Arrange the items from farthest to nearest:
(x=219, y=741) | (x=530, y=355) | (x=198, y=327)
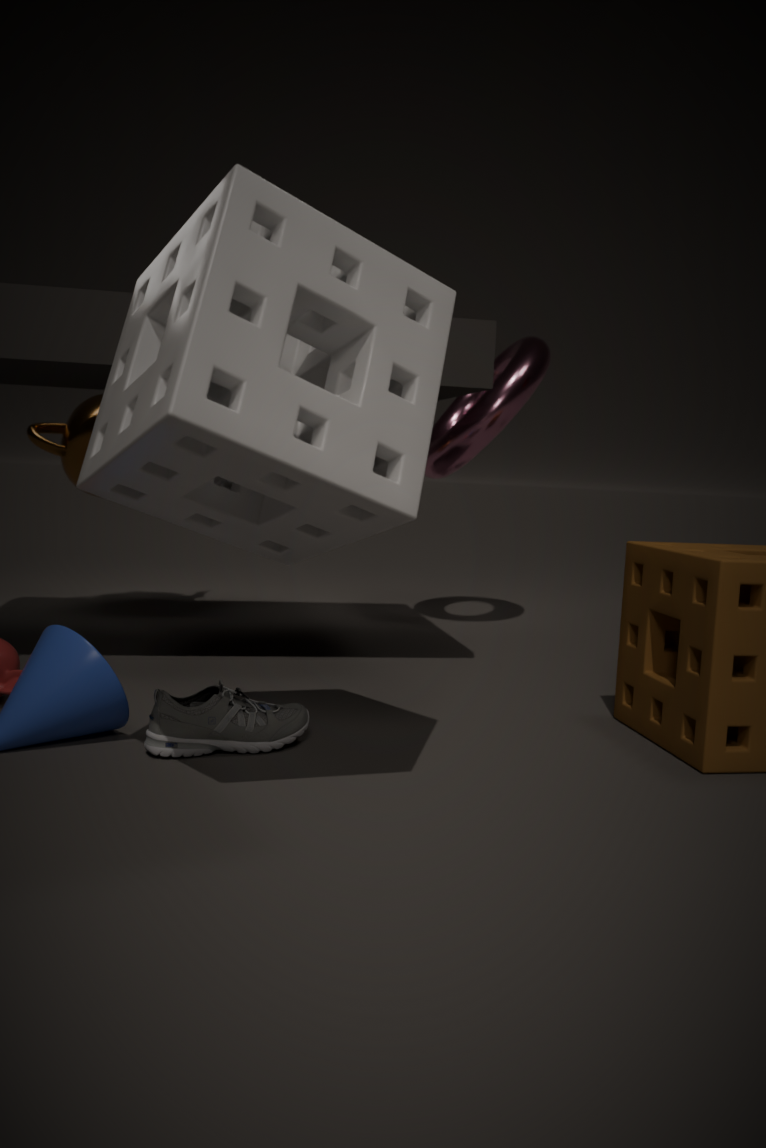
1. (x=530, y=355)
2. (x=219, y=741)
3. (x=198, y=327)
